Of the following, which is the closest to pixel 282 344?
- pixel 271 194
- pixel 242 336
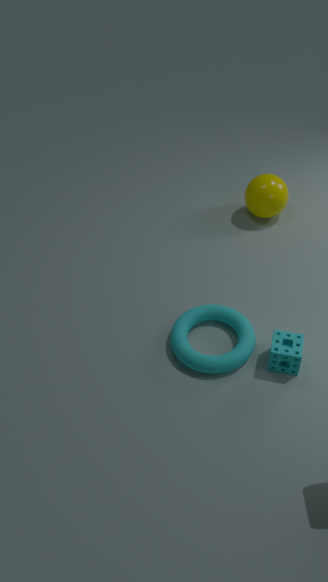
pixel 242 336
